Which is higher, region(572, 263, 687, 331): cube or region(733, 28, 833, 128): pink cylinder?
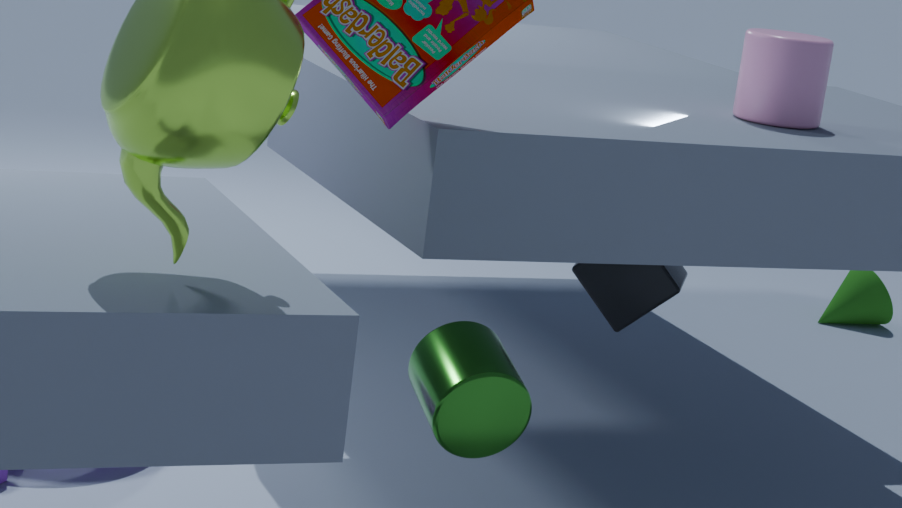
region(733, 28, 833, 128): pink cylinder
